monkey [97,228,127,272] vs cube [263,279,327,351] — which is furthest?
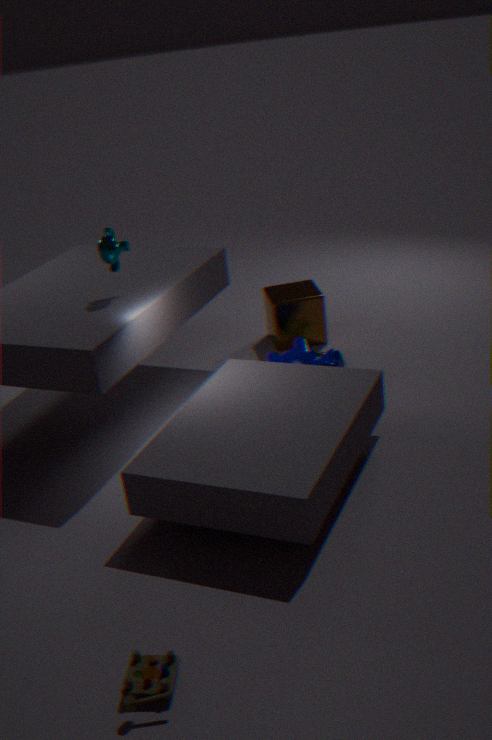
cube [263,279,327,351]
